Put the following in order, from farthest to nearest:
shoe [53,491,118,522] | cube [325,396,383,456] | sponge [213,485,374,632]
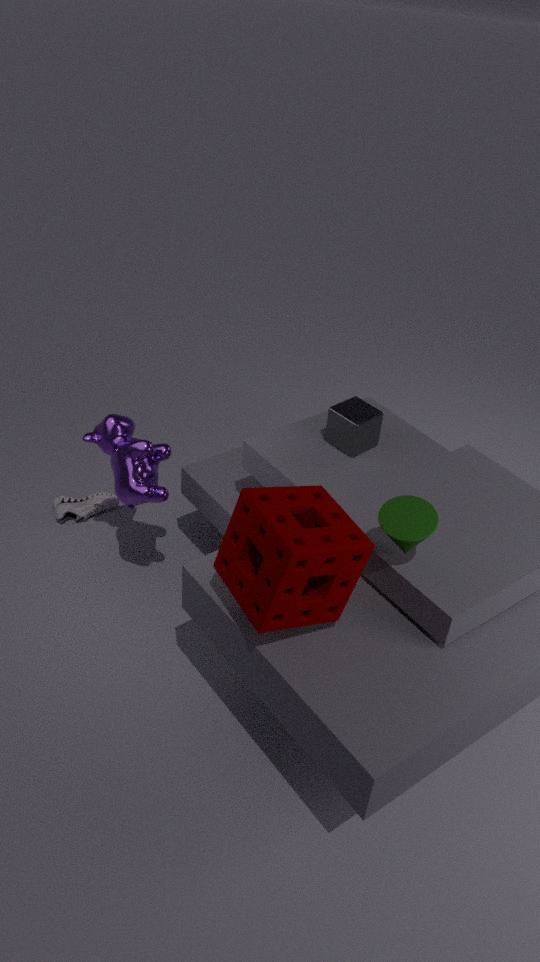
shoe [53,491,118,522] < cube [325,396,383,456] < sponge [213,485,374,632]
